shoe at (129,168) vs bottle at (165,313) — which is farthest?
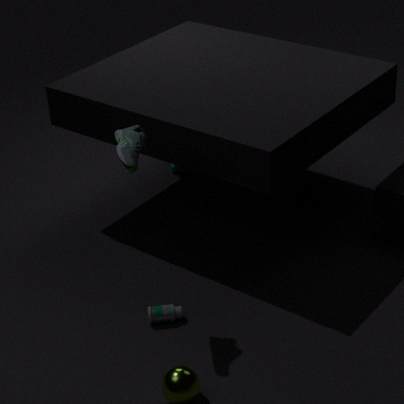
bottle at (165,313)
